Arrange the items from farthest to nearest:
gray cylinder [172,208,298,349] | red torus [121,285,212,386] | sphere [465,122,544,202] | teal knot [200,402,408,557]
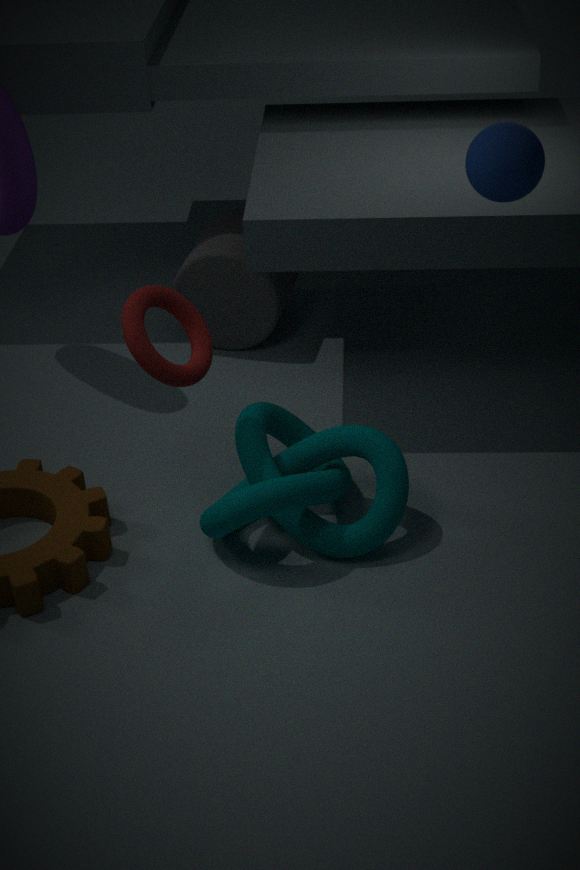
gray cylinder [172,208,298,349]
teal knot [200,402,408,557]
red torus [121,285,212,386]
sphere [465,122,544,202]
